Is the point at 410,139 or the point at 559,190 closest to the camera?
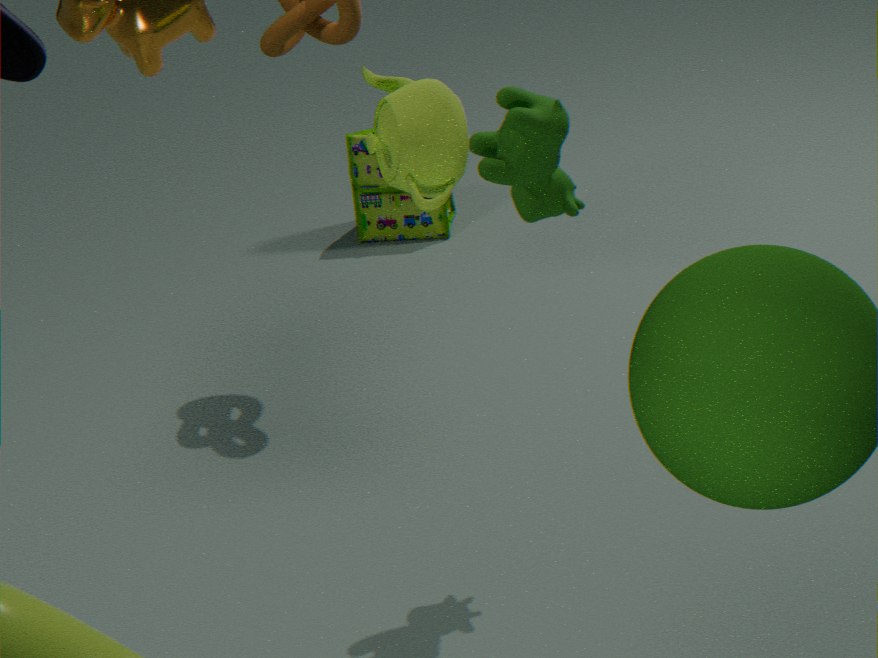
the point at 410,139
